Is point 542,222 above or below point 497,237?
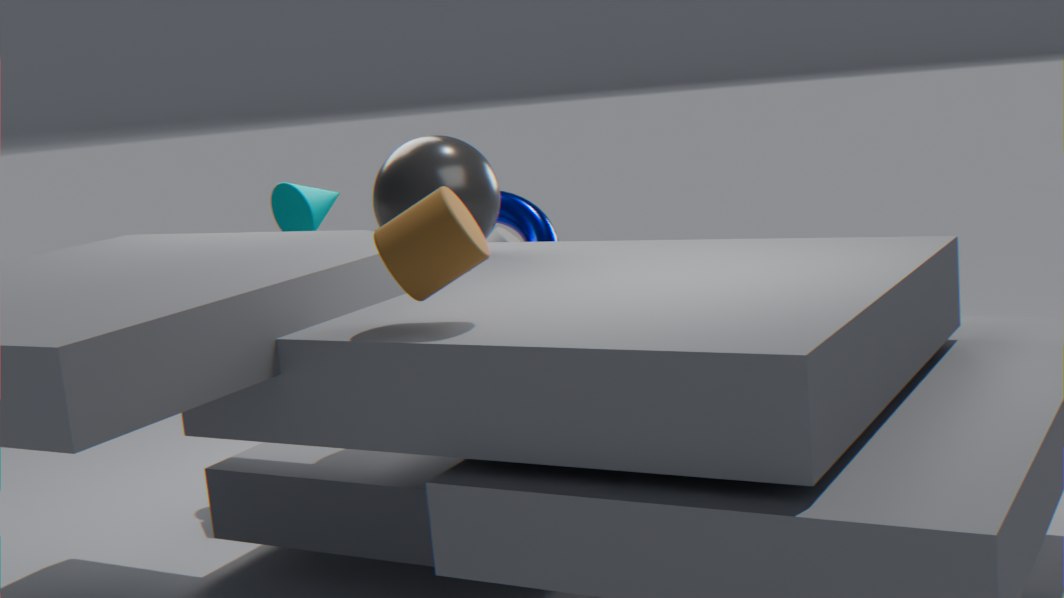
above
